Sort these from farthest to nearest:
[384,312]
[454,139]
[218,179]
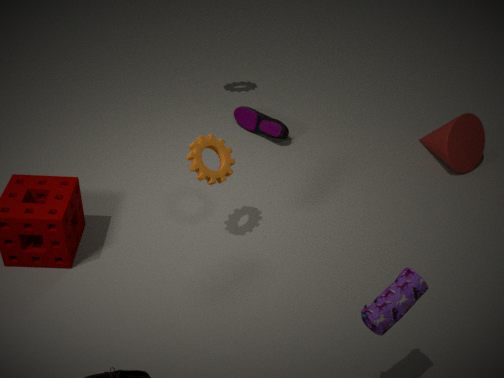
[454,139] < [218,179] < [384,312]
